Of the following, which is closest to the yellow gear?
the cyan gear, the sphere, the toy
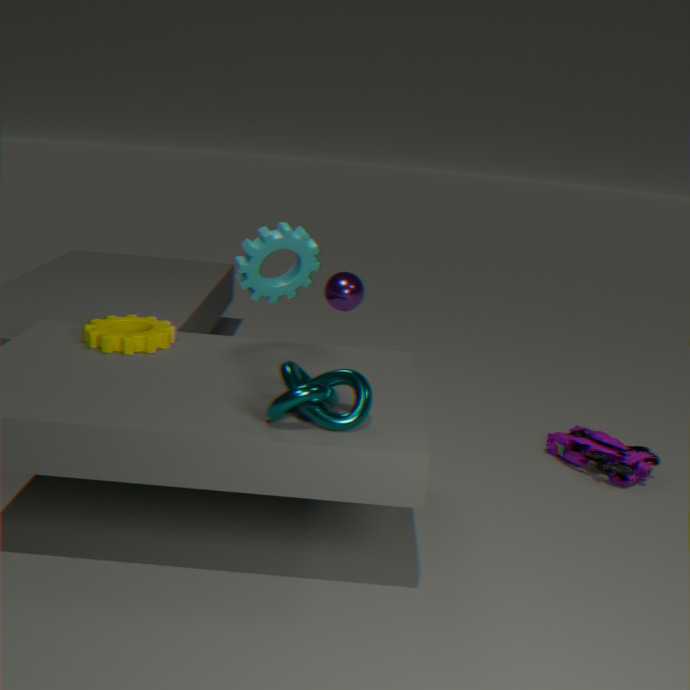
the cyan gear
